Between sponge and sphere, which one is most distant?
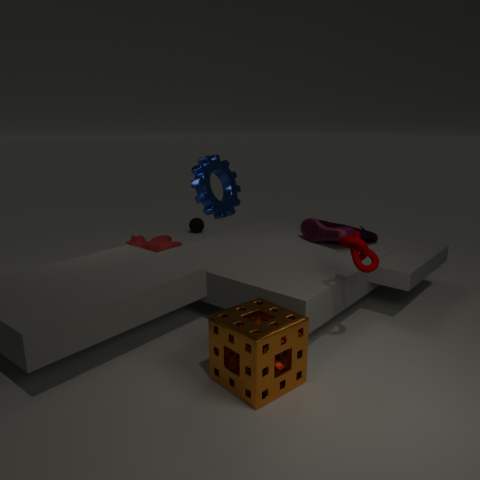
sphere
